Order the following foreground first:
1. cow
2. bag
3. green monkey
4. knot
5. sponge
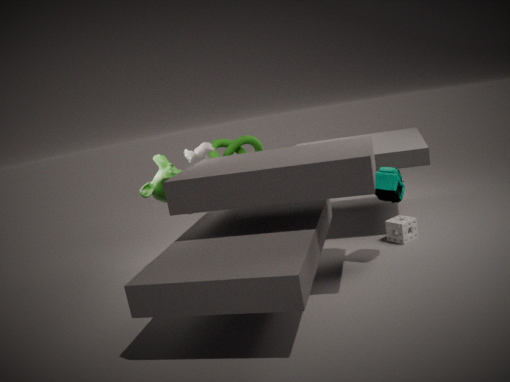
bag
green monkey
sponge
cow
knot
